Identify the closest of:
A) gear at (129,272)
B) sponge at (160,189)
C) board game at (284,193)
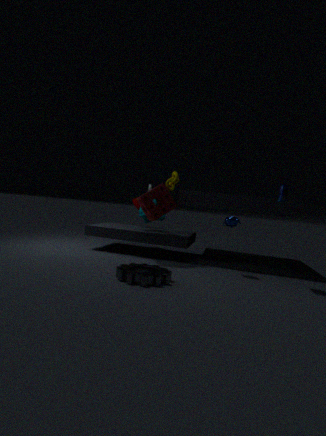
gear at (129,272)
